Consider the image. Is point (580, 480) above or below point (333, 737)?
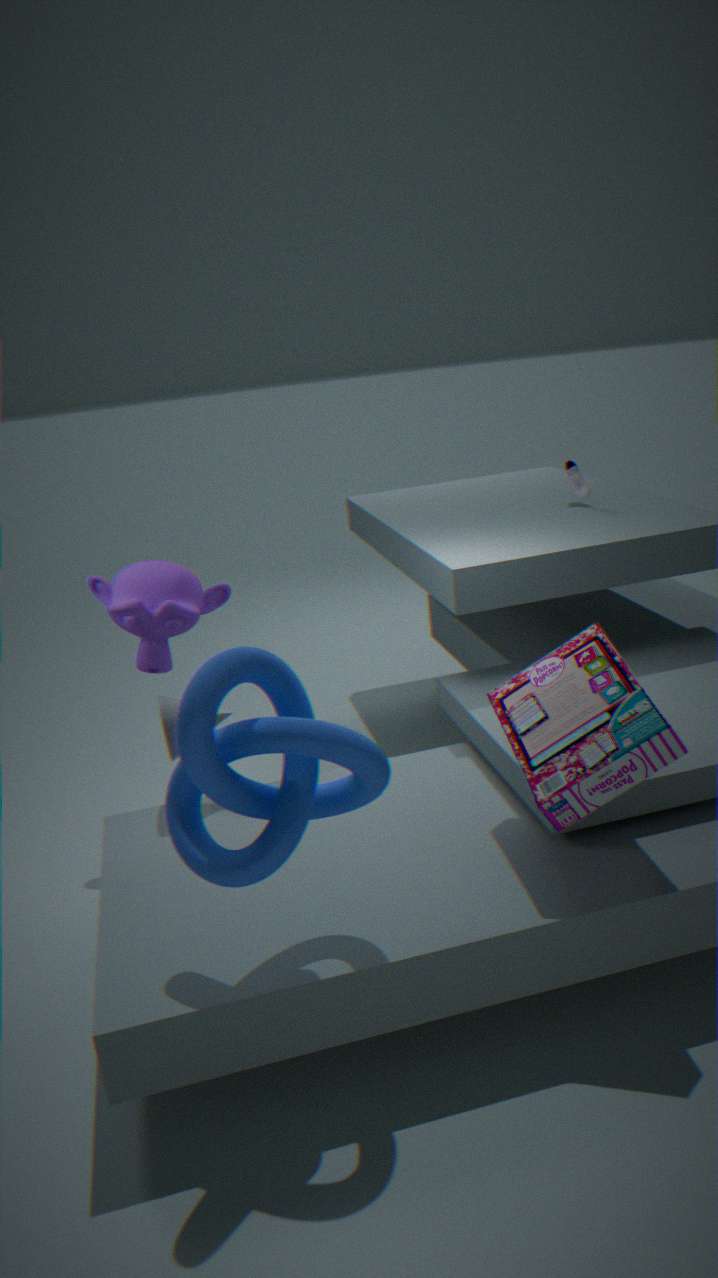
above
